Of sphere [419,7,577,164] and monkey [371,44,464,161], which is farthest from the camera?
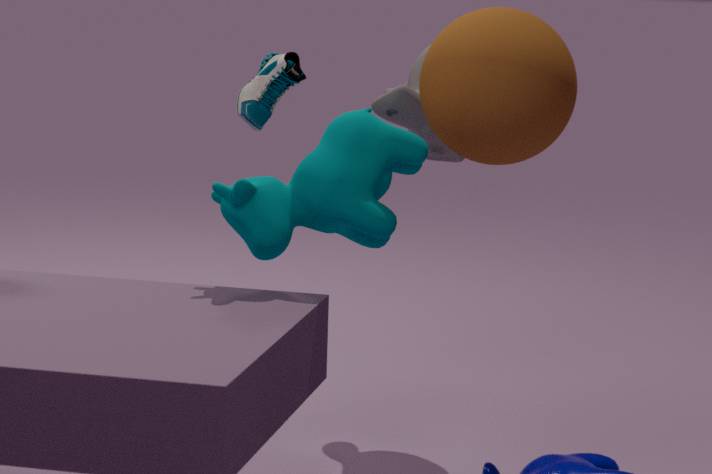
monkey [371,44,464,161]
